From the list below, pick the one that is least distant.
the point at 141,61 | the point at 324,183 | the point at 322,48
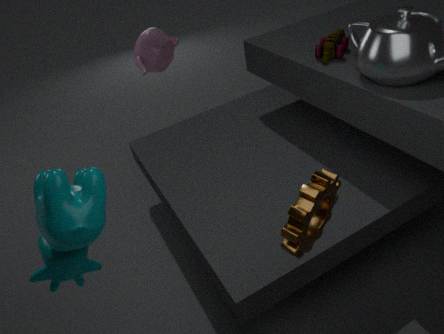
the point at 324,183
